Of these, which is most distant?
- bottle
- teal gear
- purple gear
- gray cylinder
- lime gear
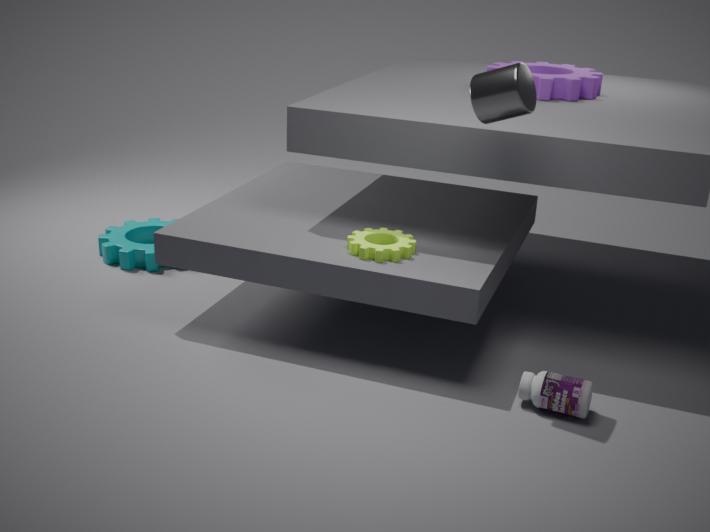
teal gear
